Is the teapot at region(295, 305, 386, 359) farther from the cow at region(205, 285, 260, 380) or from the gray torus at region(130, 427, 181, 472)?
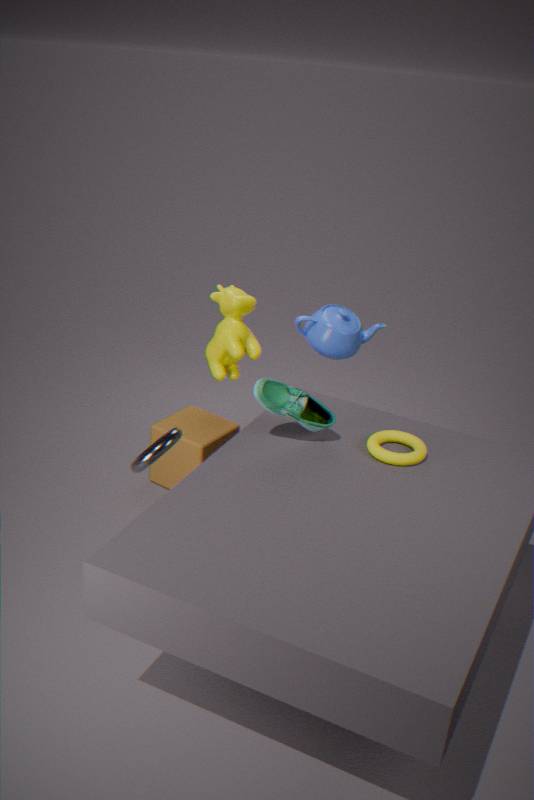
the gray torus at region(130, 427, 181, 472)
